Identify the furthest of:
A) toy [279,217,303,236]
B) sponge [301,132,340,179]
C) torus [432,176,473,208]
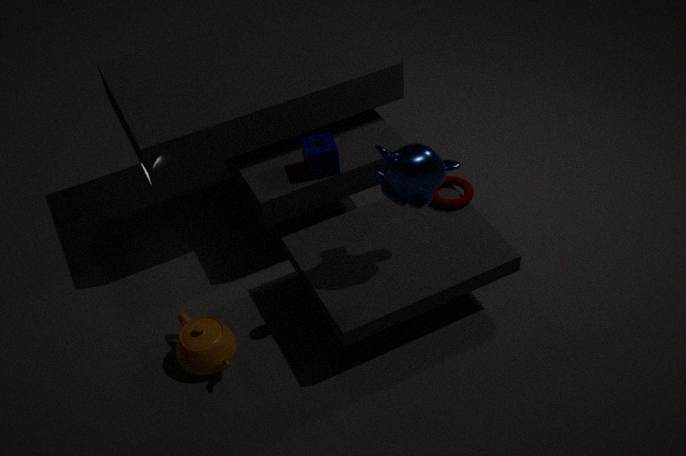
toy [279,217,303,236]
